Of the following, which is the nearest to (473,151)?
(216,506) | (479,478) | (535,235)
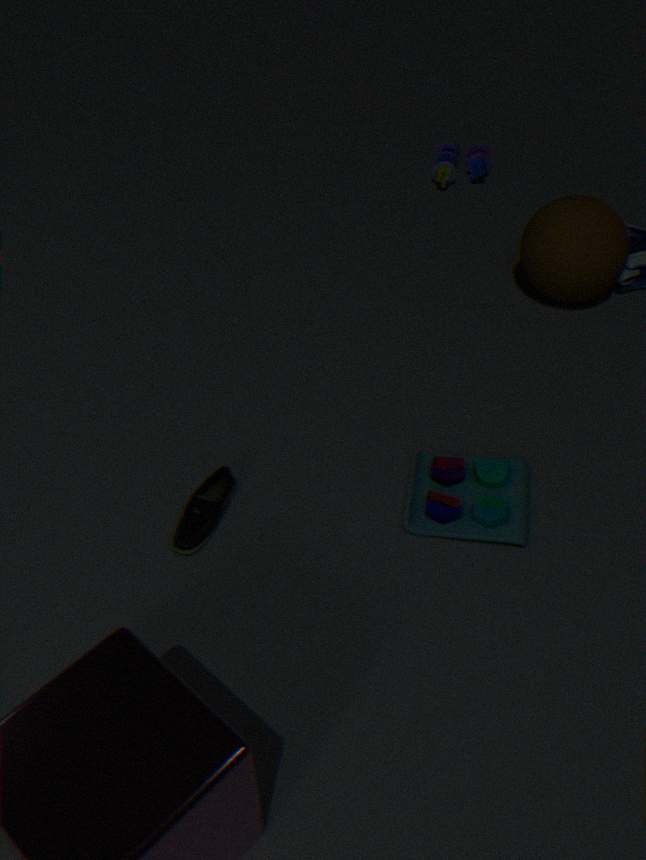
(535,235)
